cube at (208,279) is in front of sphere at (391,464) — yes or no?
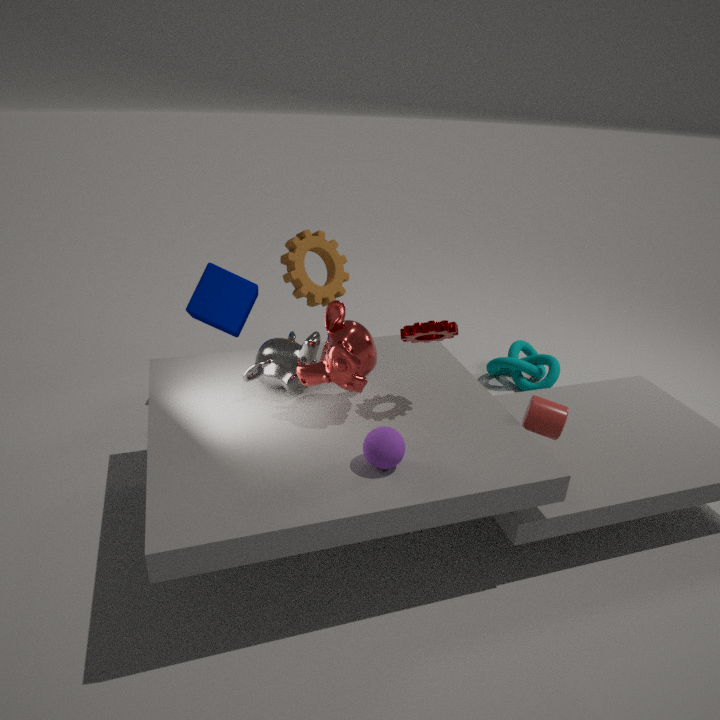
No
